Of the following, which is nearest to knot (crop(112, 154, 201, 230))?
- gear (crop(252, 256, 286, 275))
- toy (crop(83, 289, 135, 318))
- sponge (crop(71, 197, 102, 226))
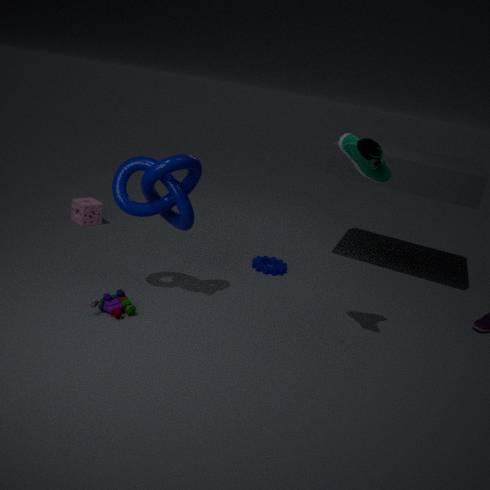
toy (crop(83, 289, 135, 318))
